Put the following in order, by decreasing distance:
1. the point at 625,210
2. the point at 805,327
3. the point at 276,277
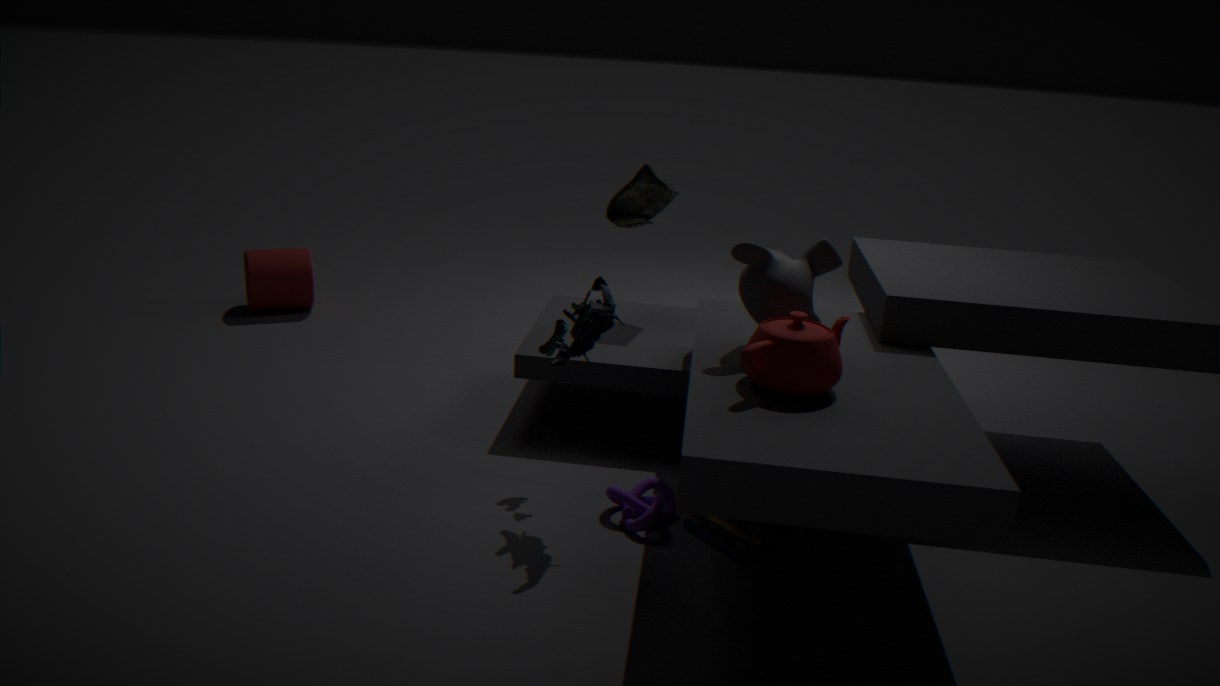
1. the point at 276,277
2. the point at 625,210
3. the point at 805,327
